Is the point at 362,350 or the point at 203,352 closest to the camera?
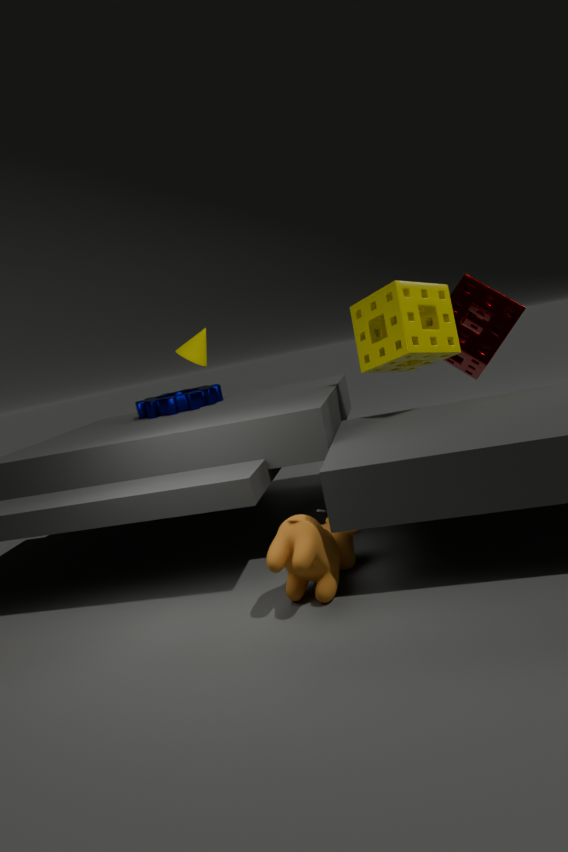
the point at 362,350
